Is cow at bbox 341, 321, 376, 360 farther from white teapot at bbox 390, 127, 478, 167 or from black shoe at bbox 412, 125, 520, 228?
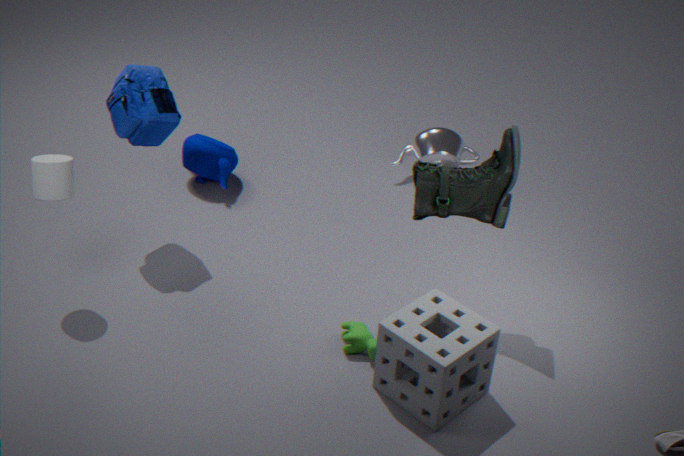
white teapot at bbox 390, 127, 478, 167
